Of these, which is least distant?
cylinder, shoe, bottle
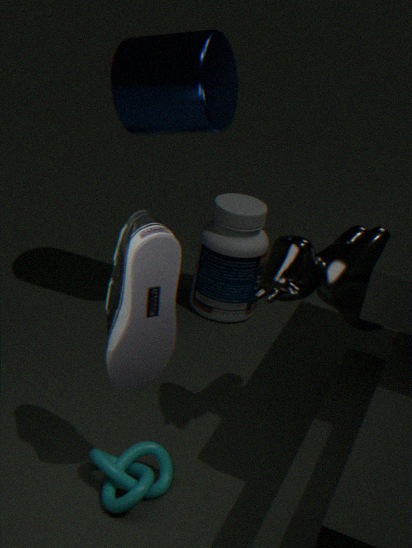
shoe
